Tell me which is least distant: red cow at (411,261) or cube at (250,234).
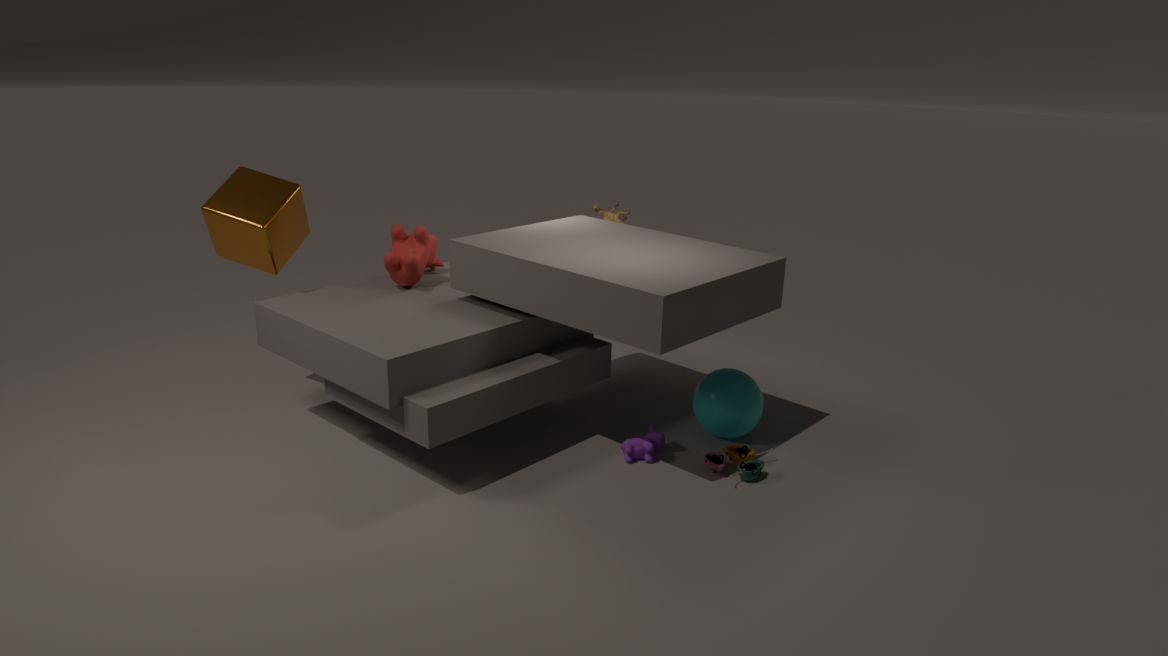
cube at (250,234)
